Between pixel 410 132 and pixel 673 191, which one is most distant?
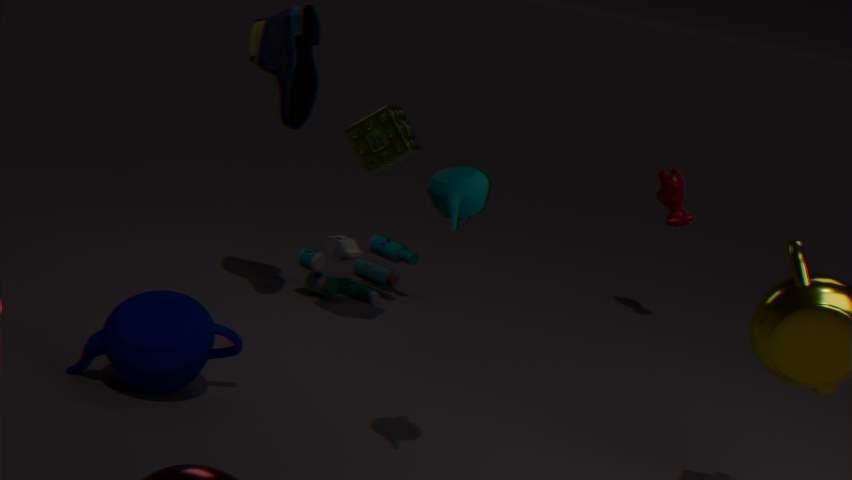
pixel 673 191
